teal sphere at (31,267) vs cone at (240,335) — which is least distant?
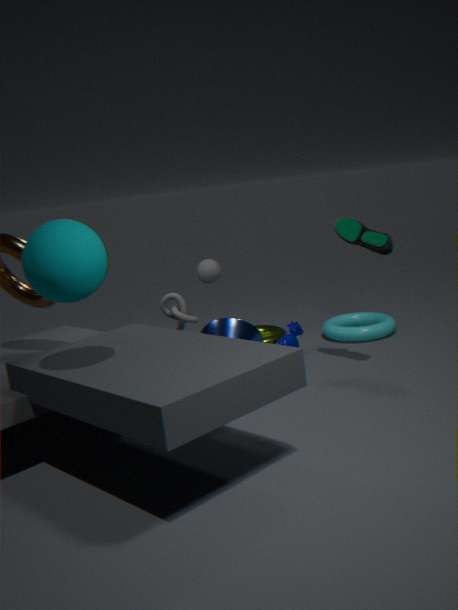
teal sphere at (31,267)
